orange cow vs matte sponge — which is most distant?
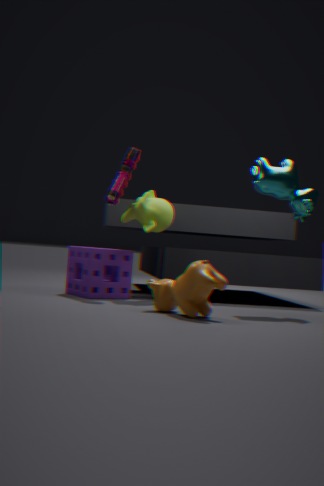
matte sponge
